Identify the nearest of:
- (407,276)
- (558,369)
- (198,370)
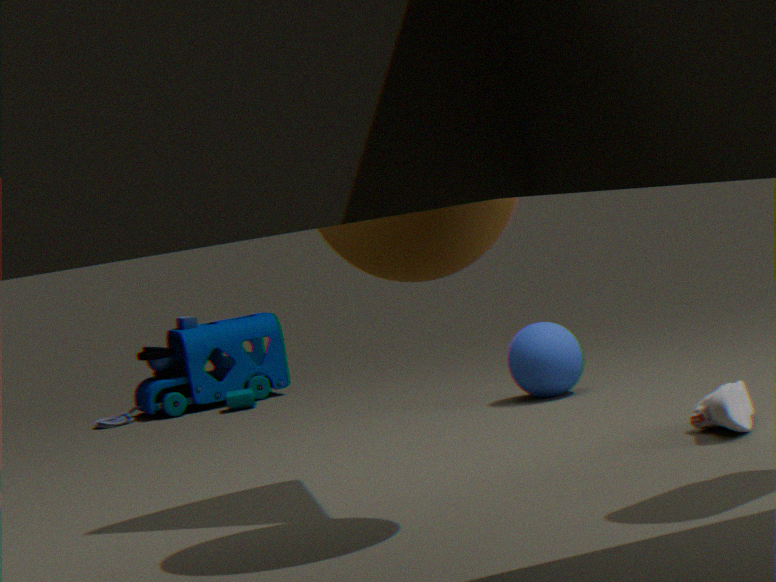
(407,276)
